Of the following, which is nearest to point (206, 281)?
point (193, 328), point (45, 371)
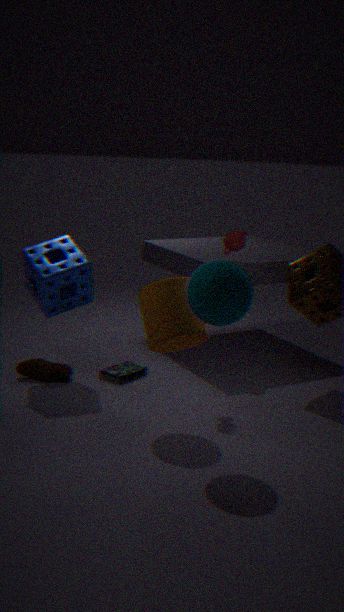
point (193, 328)
